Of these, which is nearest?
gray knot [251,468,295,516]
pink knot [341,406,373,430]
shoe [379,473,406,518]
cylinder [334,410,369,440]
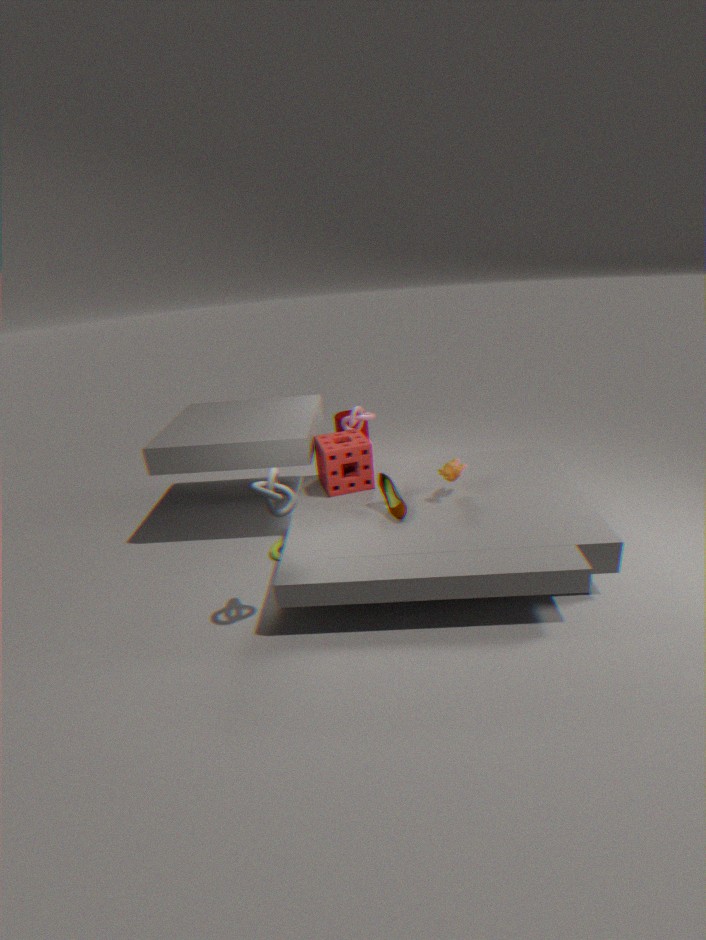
gray knot [251,468,295,516]
